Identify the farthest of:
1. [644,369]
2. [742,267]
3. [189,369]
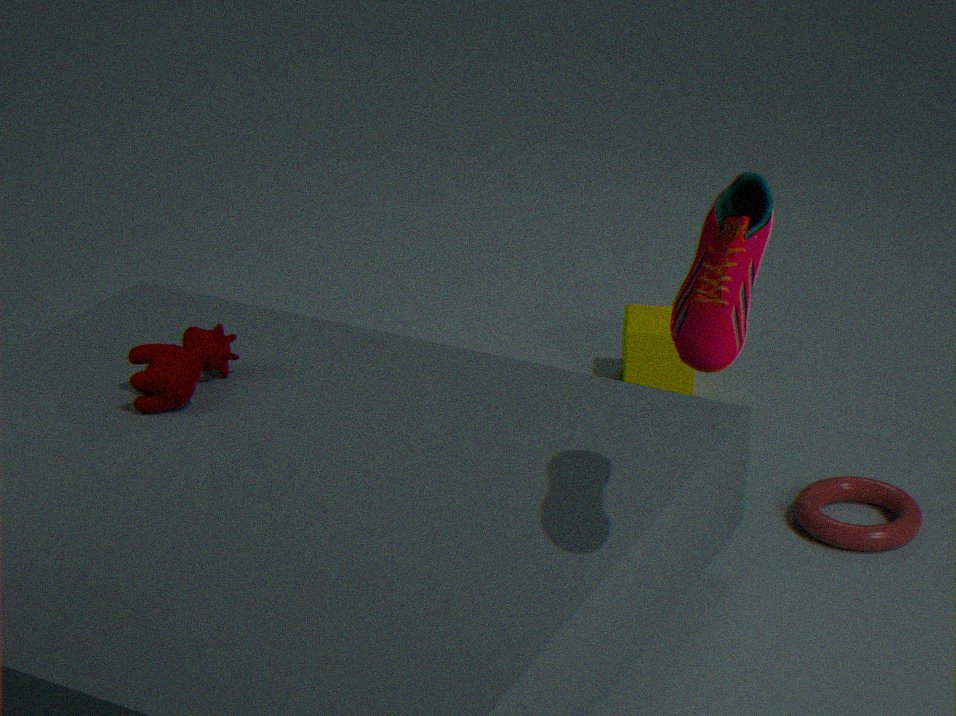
[644,369]
